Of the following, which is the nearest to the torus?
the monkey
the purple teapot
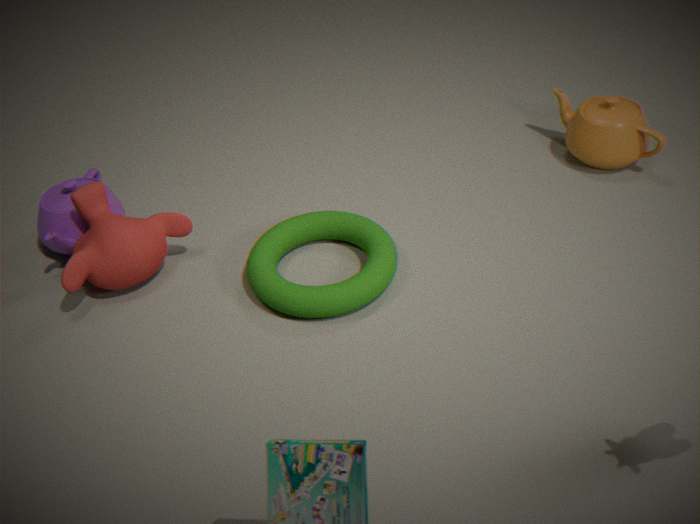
the monkey
